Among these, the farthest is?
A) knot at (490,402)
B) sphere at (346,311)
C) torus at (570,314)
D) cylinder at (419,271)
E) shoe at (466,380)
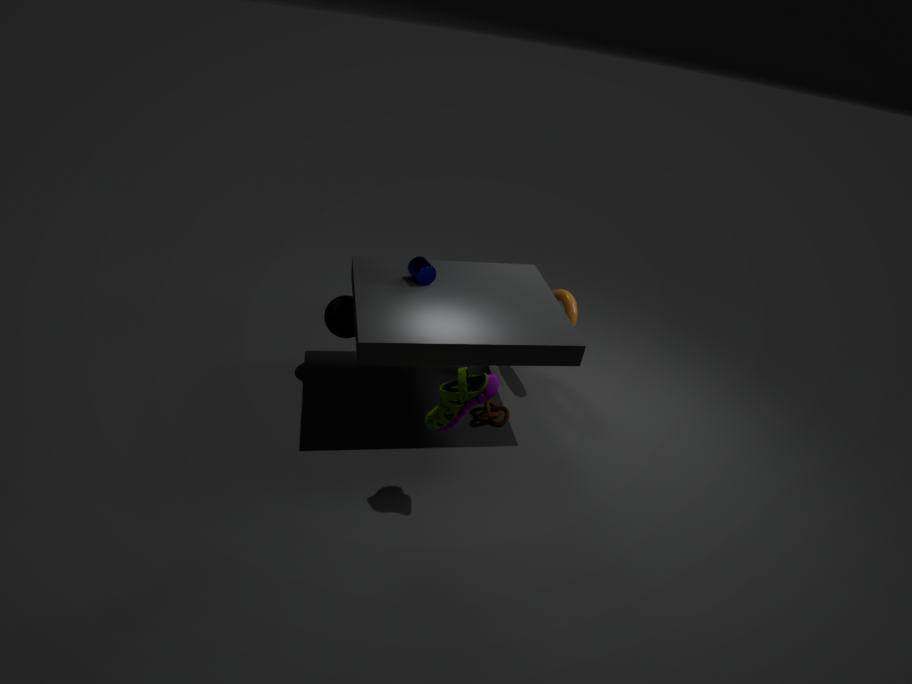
torus at (570,314)
